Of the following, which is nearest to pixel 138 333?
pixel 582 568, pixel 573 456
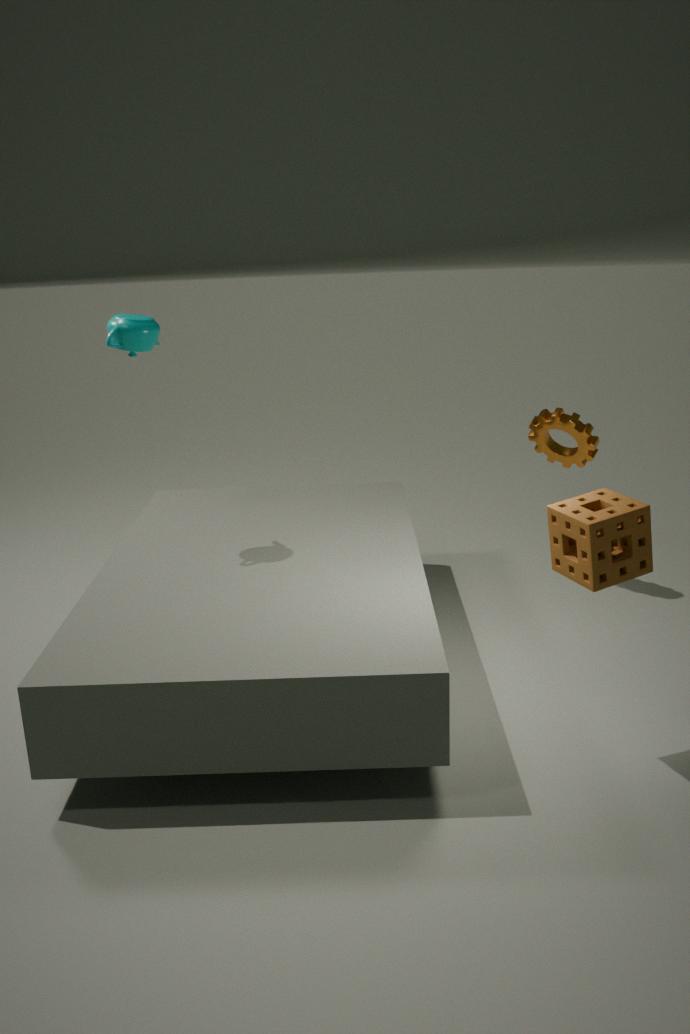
pixel 582 568
